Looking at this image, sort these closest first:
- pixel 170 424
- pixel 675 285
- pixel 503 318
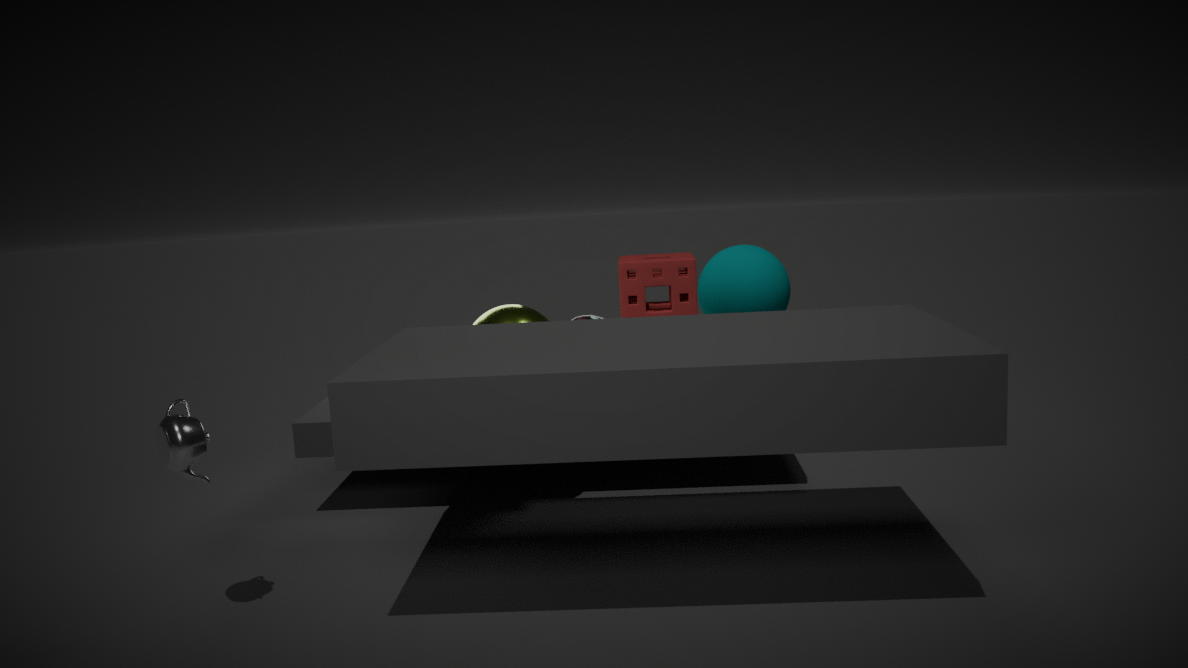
pixel 170 424, pixel 503 318, pixel 675 285
